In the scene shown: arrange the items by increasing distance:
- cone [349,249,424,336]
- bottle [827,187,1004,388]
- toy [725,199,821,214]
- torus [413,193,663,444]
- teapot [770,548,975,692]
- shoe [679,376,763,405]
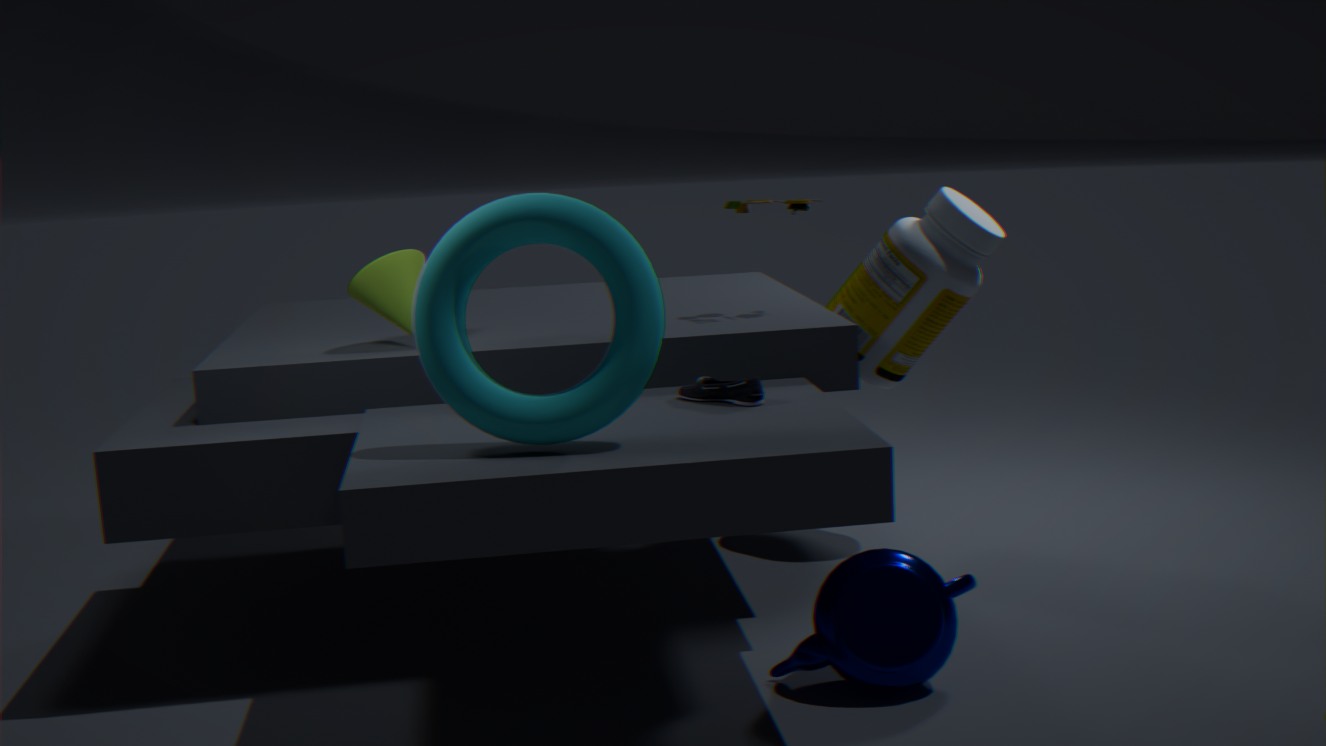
torus [413,193,663,444]
teapot [770,548,975,692]
shoe [679,376,763,405]
cone [349,249,424,336]
toy [725,199,821,214]
bottle [827,187,1004,388]
